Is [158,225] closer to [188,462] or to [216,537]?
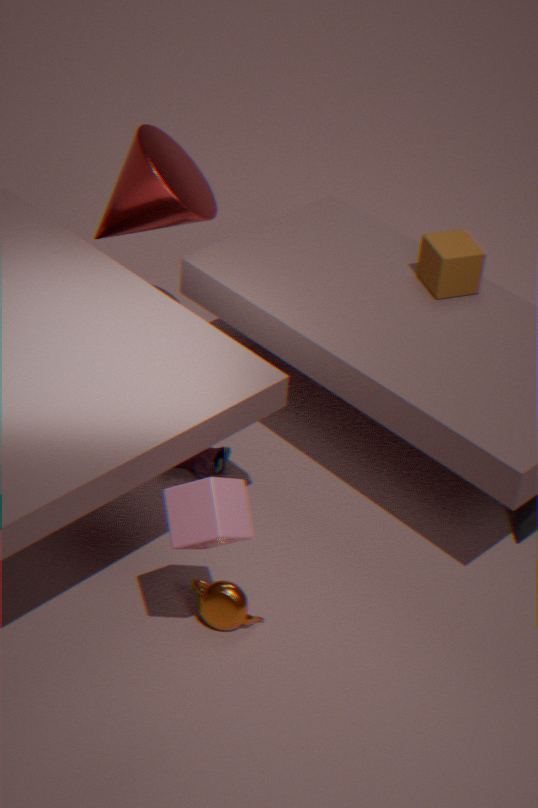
[188,462]
